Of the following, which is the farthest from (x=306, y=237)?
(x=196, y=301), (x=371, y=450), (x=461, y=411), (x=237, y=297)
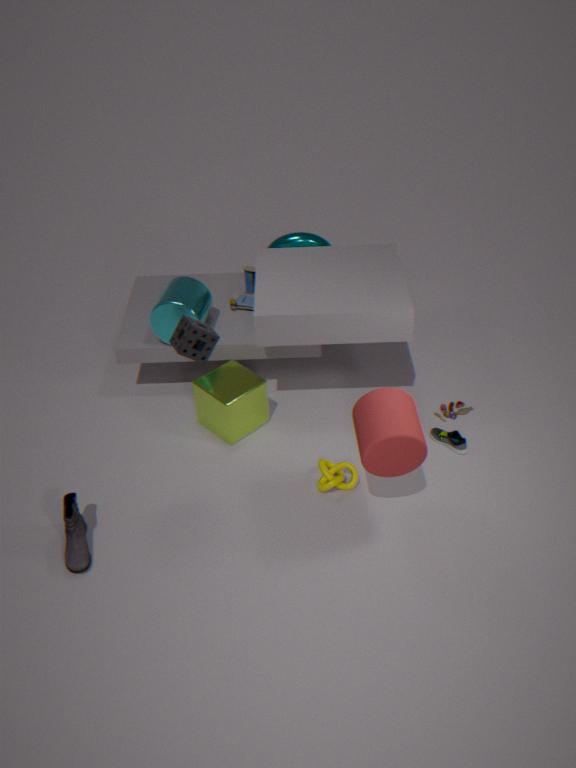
(x=371, y=450)
